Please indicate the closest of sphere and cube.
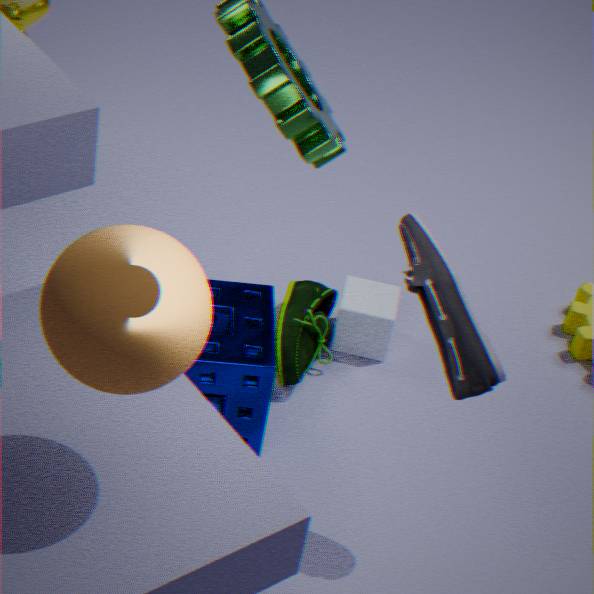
sphere
